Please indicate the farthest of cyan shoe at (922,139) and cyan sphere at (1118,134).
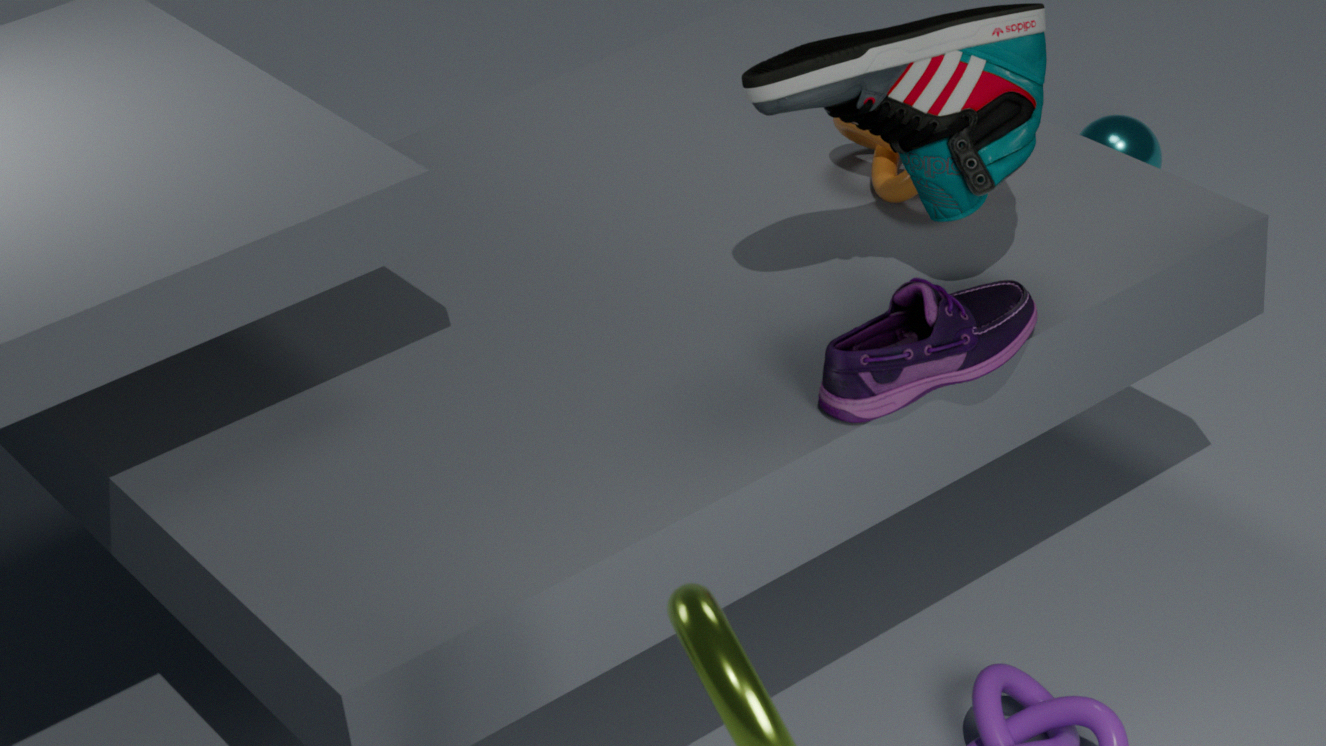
cyan sphere at (1118,134)
